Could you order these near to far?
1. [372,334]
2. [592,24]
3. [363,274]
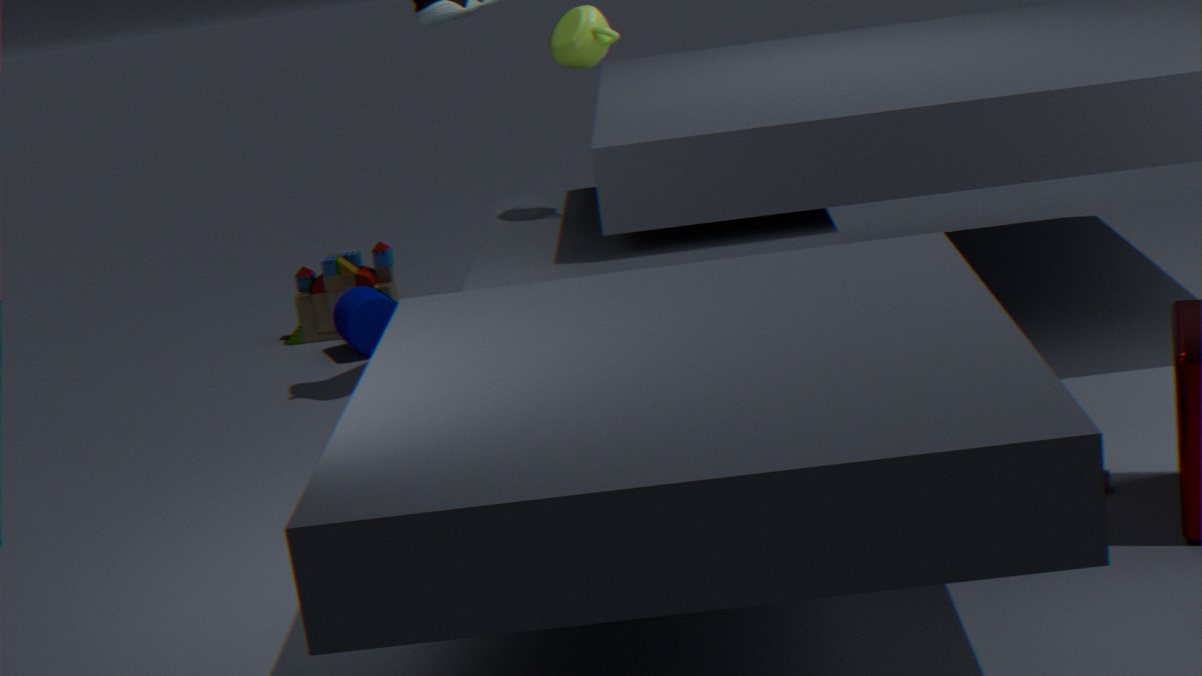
[592,24] → [372,334] → [363,274]
